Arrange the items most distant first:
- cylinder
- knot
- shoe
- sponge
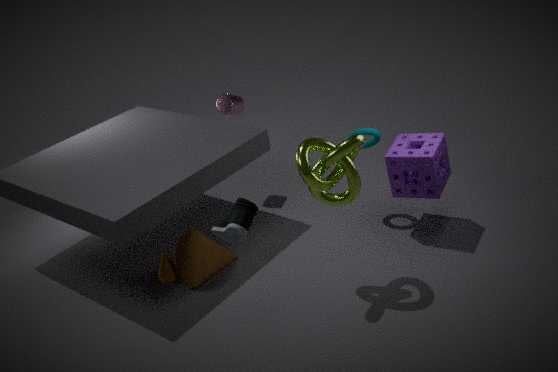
1. cylinder
2. sponge
3. knot
4. shoe
